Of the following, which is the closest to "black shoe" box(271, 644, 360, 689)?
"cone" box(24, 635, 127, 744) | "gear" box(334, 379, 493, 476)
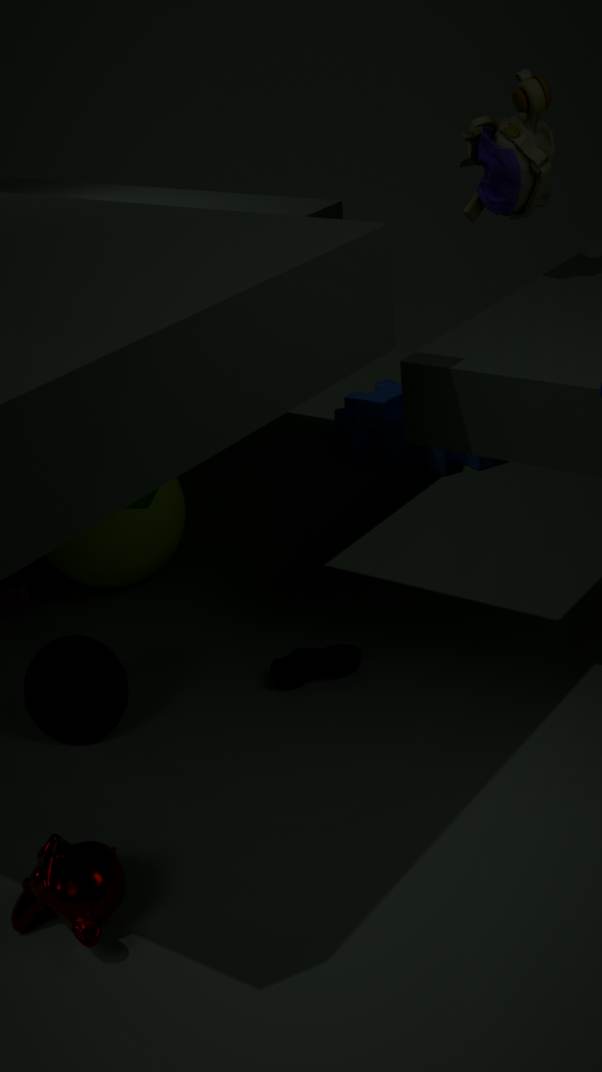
"cone" box(24, 635, 127, 744)
